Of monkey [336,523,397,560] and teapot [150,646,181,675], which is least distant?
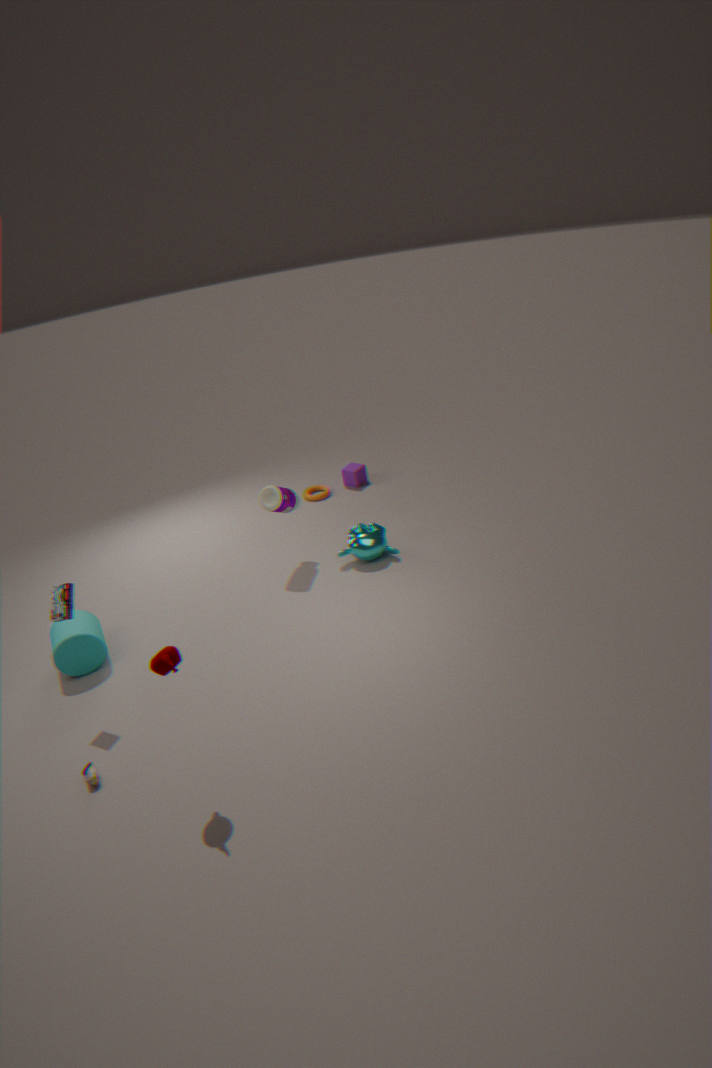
teapot [150,646,181,675]
